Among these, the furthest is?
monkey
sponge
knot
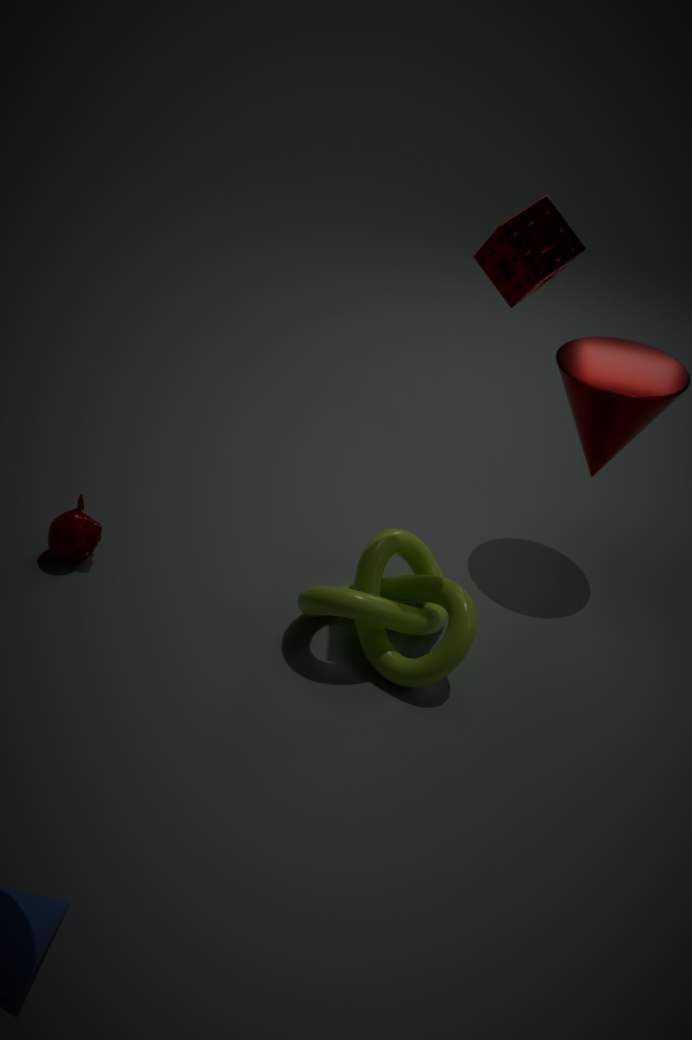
monkey
